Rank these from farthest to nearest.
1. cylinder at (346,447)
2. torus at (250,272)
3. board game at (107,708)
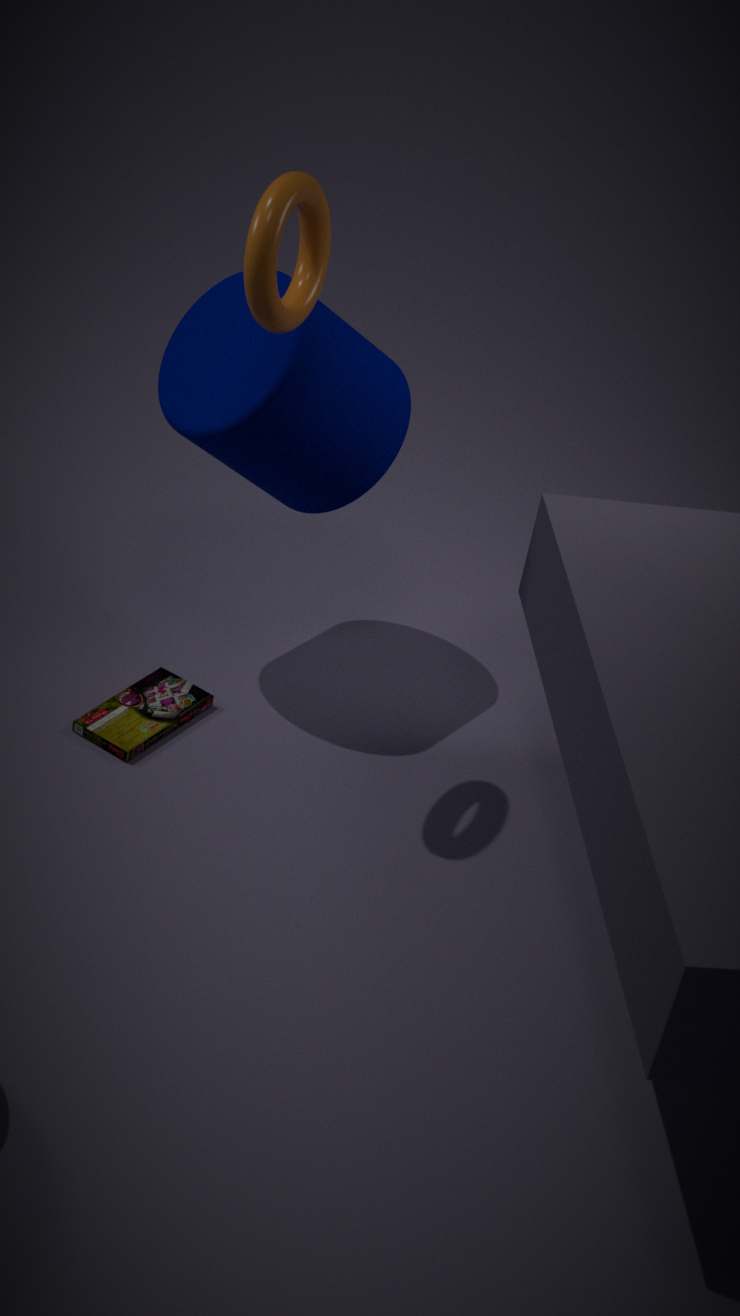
board game at (107,708) < cylinder at (346,447) < torus at (250,272)
